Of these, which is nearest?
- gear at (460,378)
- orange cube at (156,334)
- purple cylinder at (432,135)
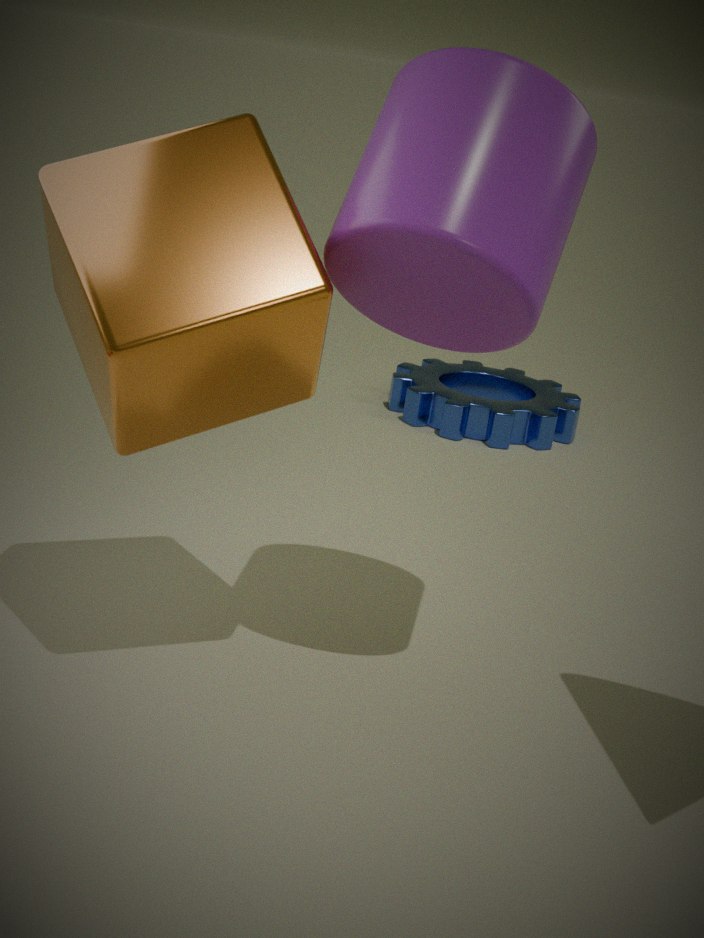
orange cube at (156,334)
